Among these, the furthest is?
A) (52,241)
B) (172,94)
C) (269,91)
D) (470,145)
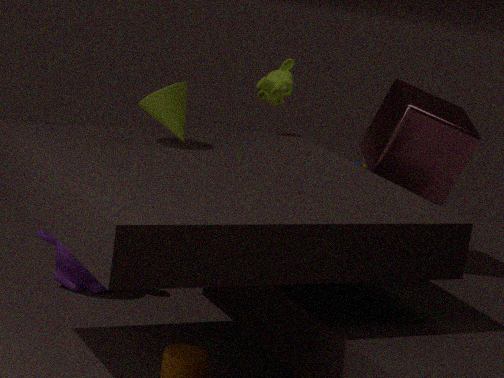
(52,241)
